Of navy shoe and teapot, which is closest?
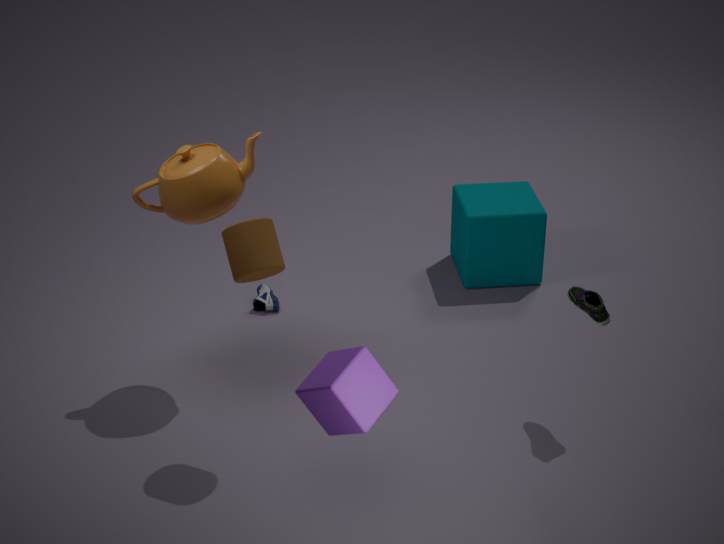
teapot
